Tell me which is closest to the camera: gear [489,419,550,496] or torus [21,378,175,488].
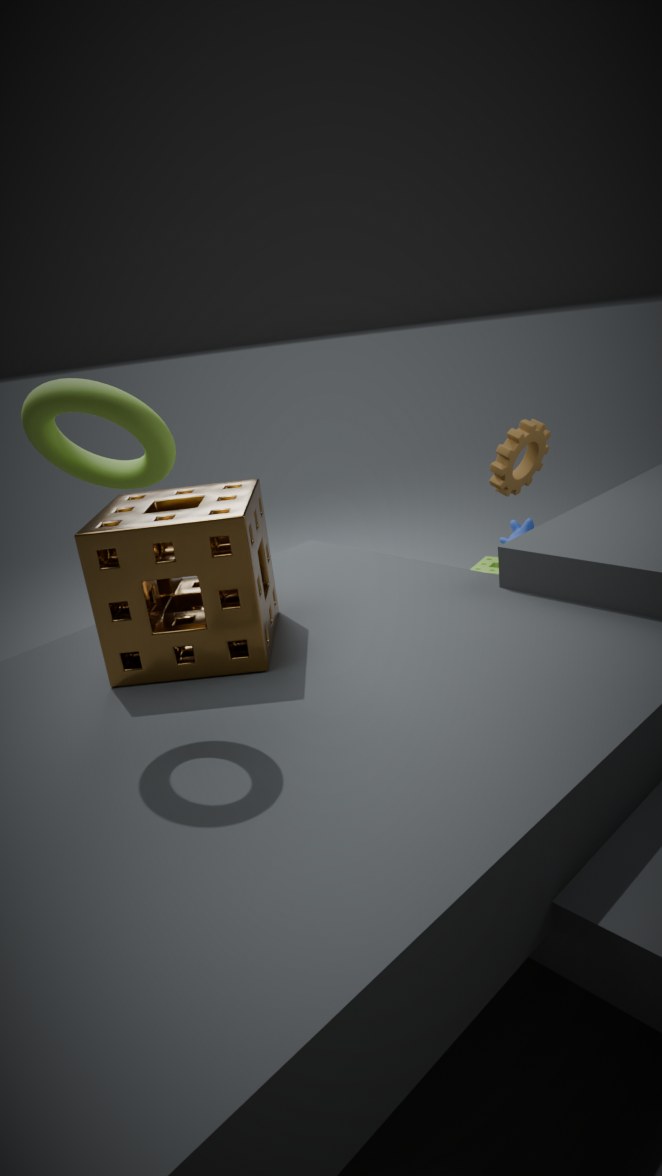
torus [21,378,175,488]
